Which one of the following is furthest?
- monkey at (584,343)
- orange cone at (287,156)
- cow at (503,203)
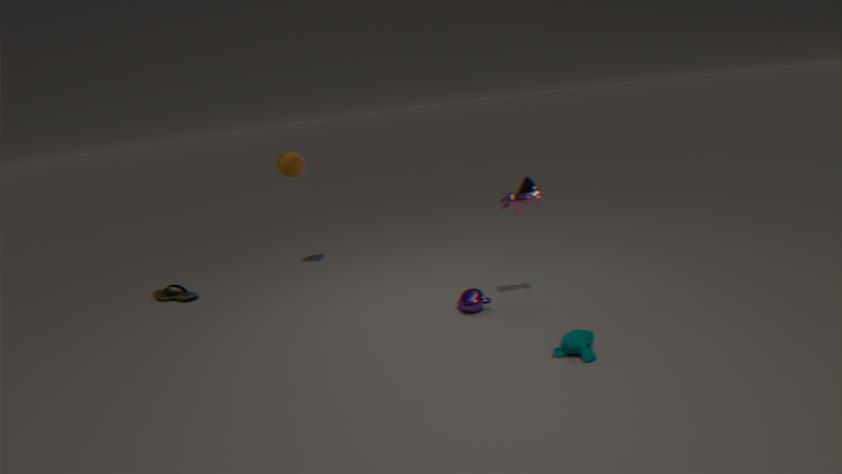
orange cone at (287,156)
